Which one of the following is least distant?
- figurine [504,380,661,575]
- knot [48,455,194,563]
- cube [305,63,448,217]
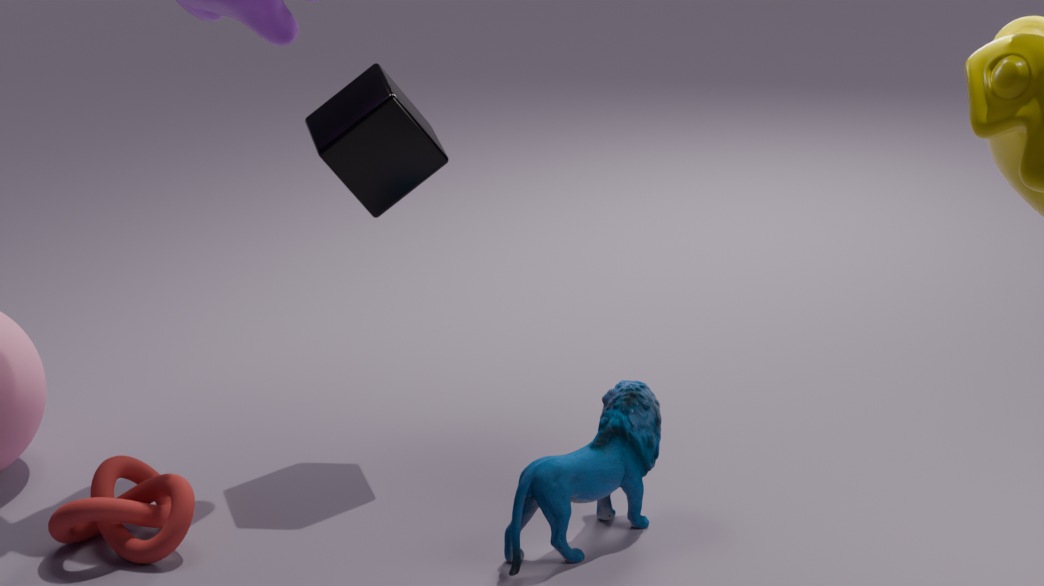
figurine [504,380,661,575]
